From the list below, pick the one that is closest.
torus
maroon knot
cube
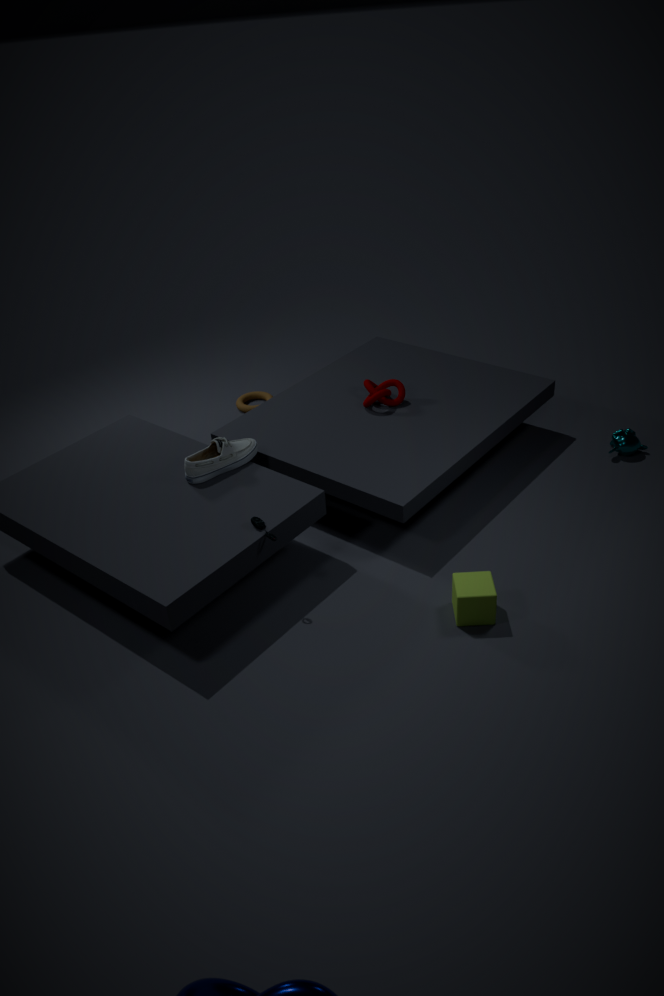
cube
